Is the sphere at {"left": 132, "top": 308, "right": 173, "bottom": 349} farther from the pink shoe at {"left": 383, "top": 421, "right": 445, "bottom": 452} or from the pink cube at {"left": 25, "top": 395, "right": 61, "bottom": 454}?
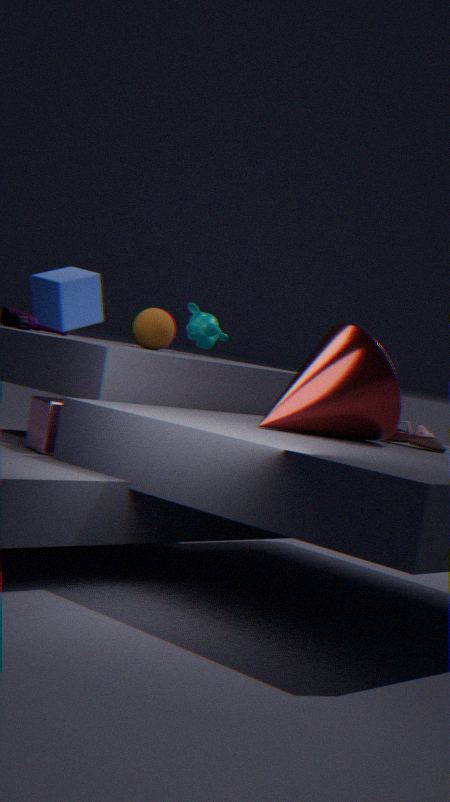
the pink shoe at {"left": 383, "top": 421, "right": 445, "bottom": 452}
